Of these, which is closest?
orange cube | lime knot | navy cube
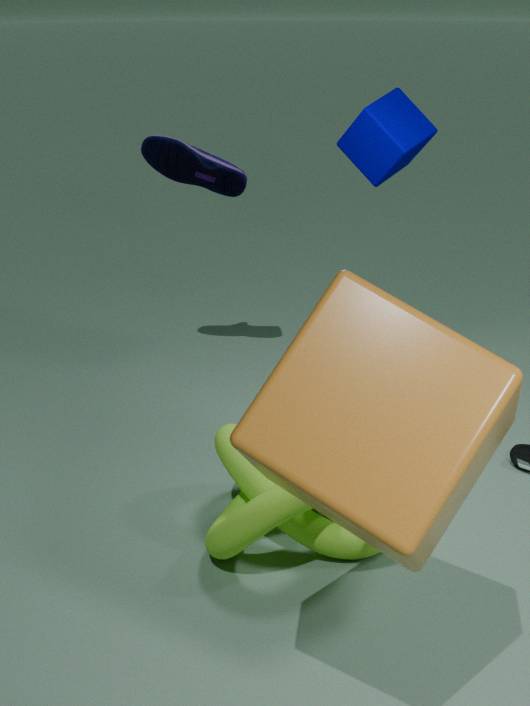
orange cube
